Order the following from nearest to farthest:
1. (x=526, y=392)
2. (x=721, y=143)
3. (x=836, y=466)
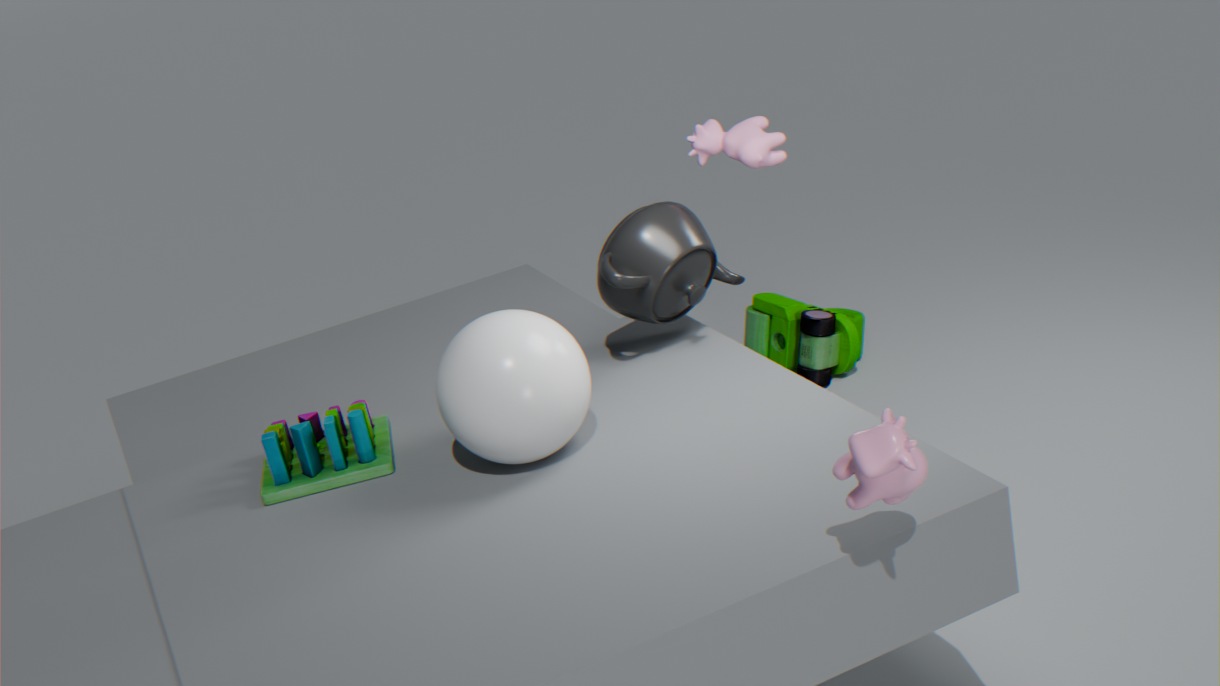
1. (x=836, y=466)
2. (x=526, y=392)
3. (x=721, y=143)
